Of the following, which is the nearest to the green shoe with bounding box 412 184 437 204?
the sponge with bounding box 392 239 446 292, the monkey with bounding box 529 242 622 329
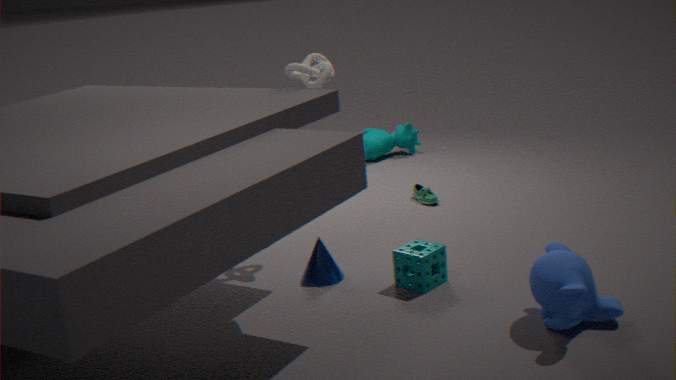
the sponge with bounding box 392 239 446 292
